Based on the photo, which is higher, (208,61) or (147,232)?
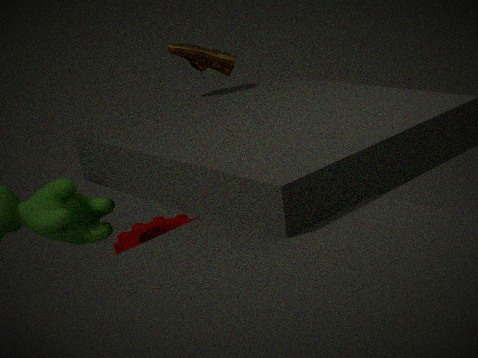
(208,61)
